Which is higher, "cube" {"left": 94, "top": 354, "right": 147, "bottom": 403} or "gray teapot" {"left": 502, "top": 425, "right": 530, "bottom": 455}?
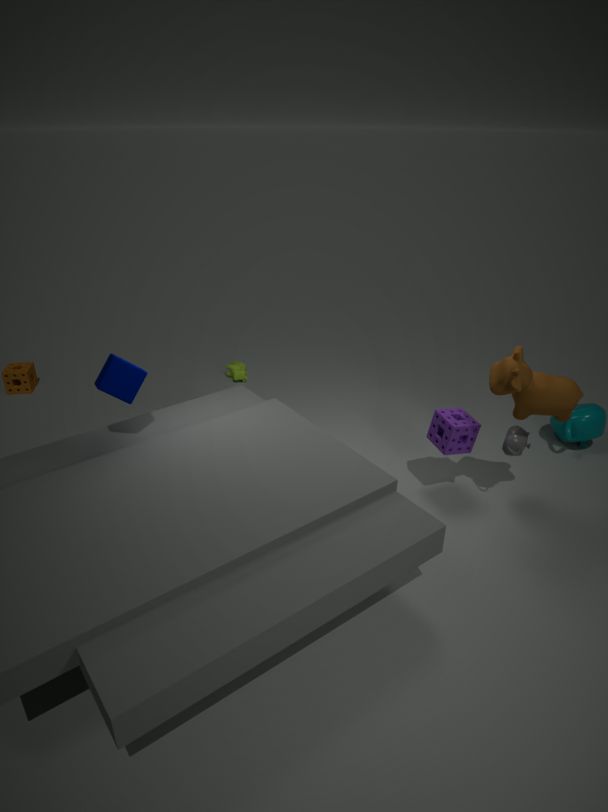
"cube" {"left": 94, "top": 354, "right": 147, "bottom": 403}
